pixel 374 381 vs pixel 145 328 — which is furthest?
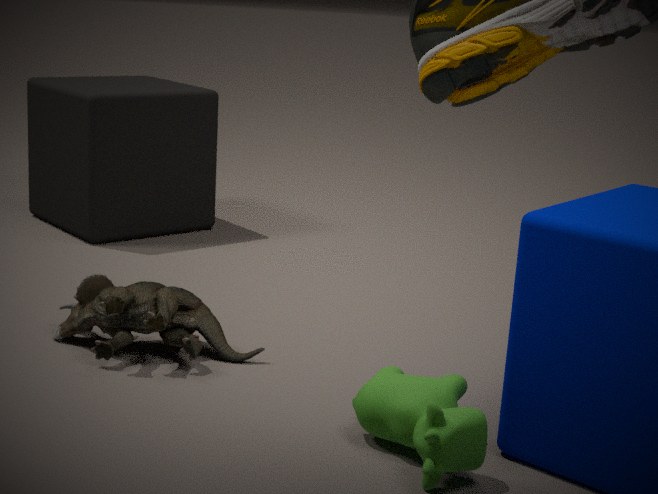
pixel 145 328
